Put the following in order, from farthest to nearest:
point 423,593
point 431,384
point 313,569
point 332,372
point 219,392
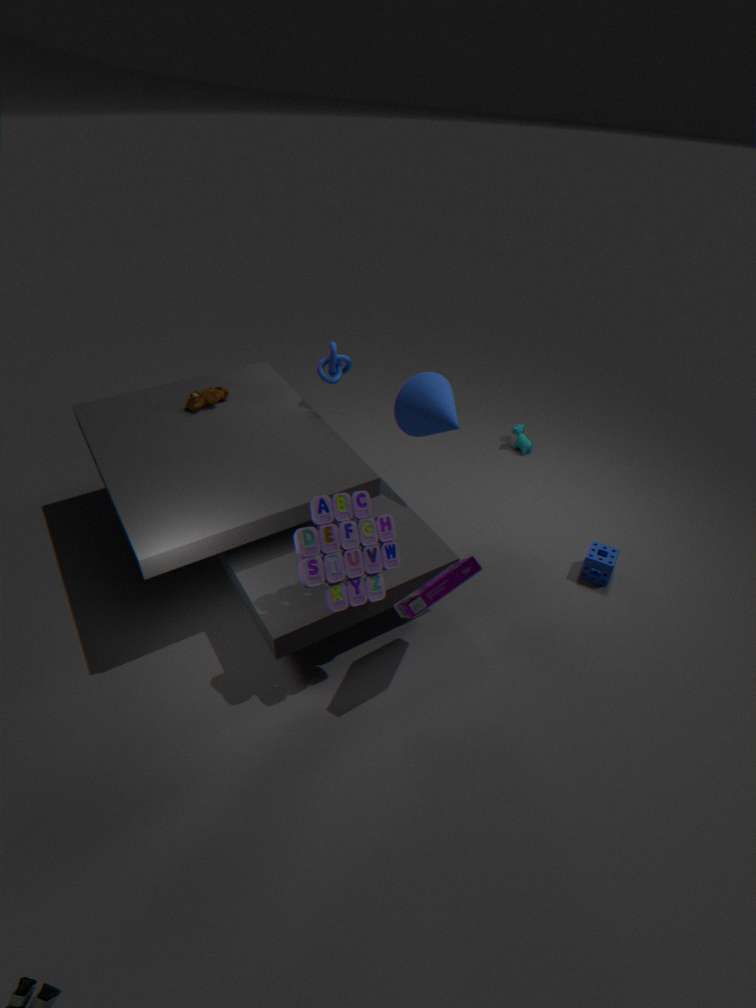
point 219,392 < point 332,372 < point 431,384 < point 423,593 < point 313,569
